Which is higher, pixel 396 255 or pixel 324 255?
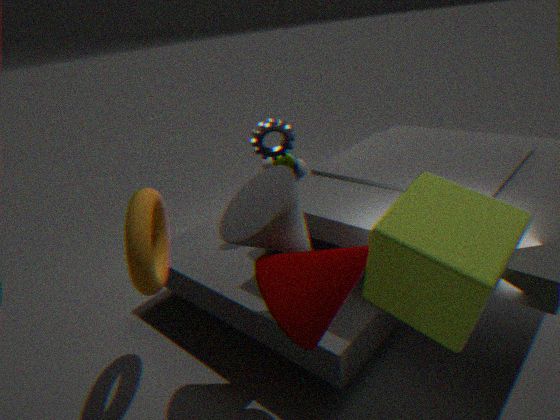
pixel 396 255
